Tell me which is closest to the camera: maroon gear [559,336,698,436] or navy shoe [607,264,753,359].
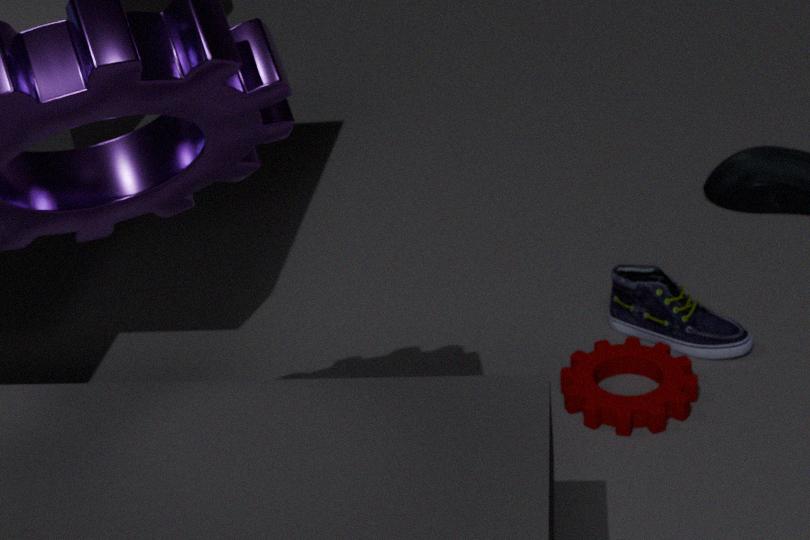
maroon gear [559,336,698,436]
